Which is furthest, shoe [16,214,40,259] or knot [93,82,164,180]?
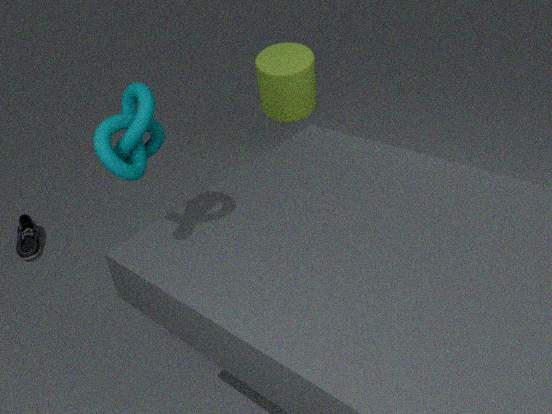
shoe [16,214,40,259]
